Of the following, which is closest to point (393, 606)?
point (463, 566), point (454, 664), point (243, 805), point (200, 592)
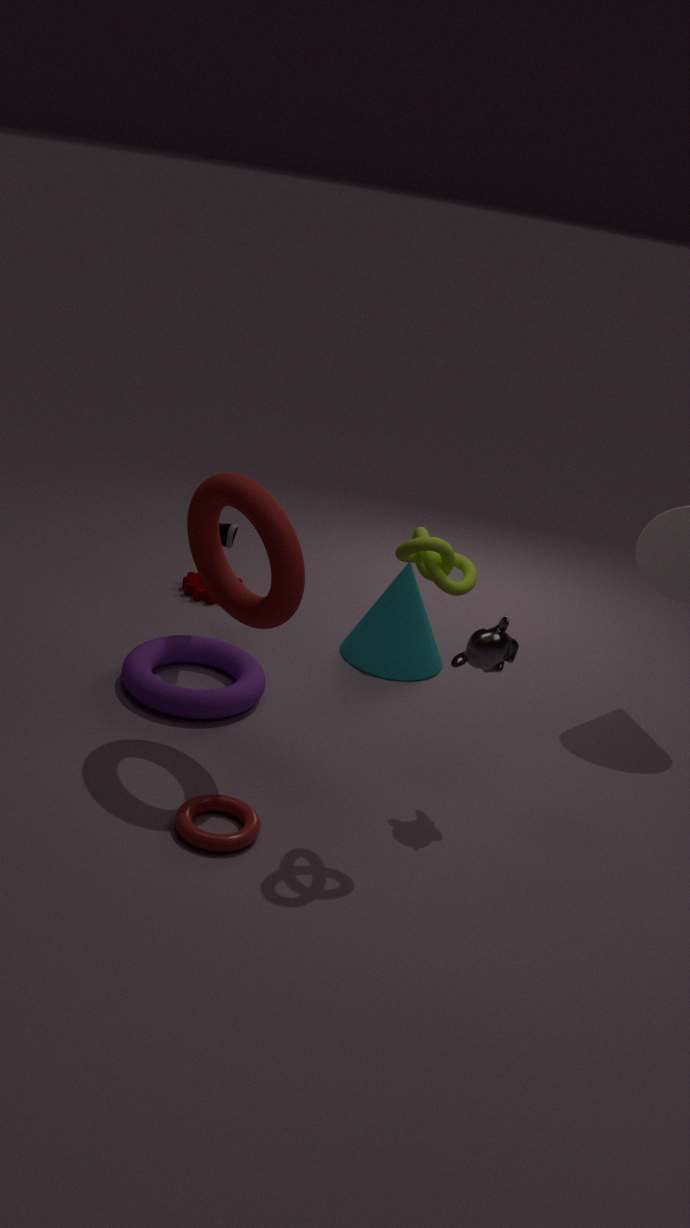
point (200, 592)
